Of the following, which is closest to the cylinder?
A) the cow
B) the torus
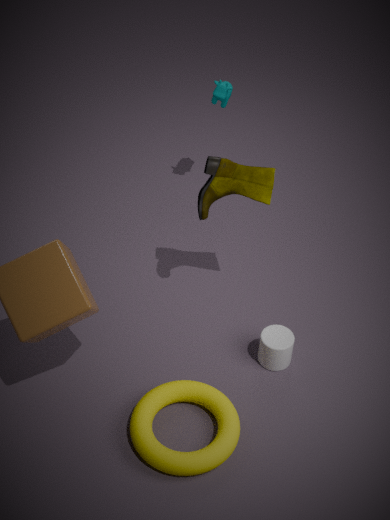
the torus
